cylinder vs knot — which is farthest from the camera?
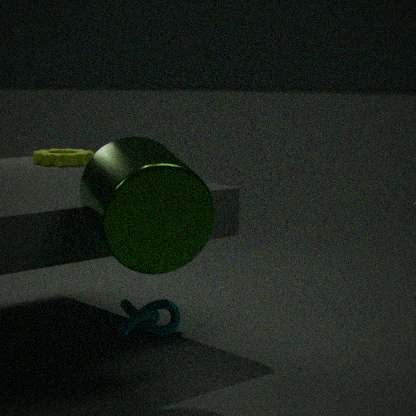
knot
